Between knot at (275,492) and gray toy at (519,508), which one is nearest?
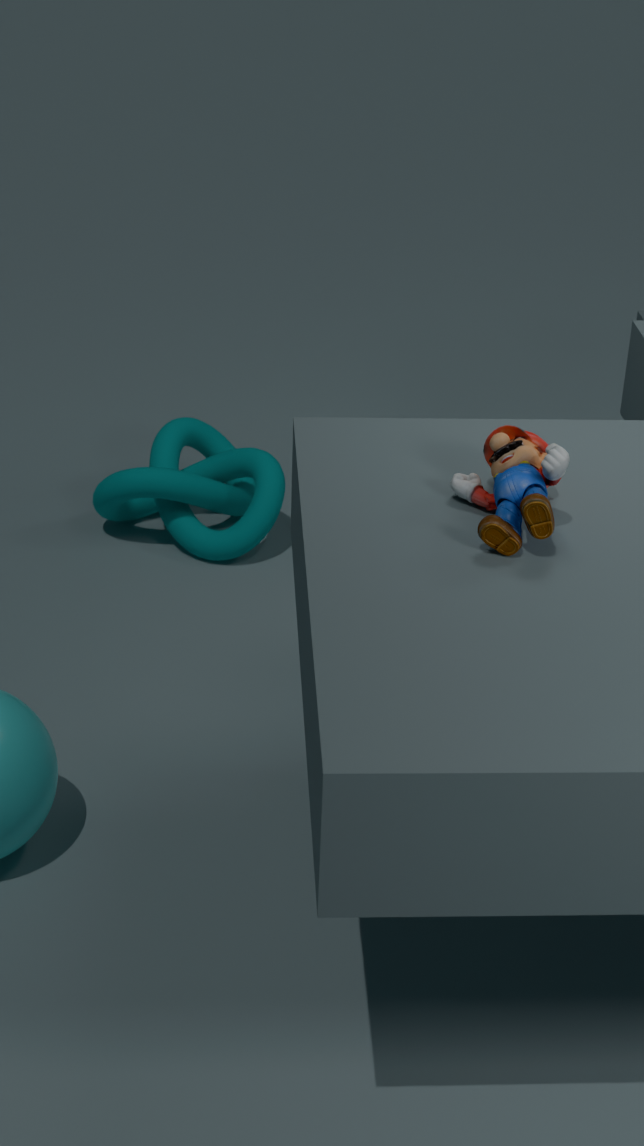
gray toy at (519,508)
